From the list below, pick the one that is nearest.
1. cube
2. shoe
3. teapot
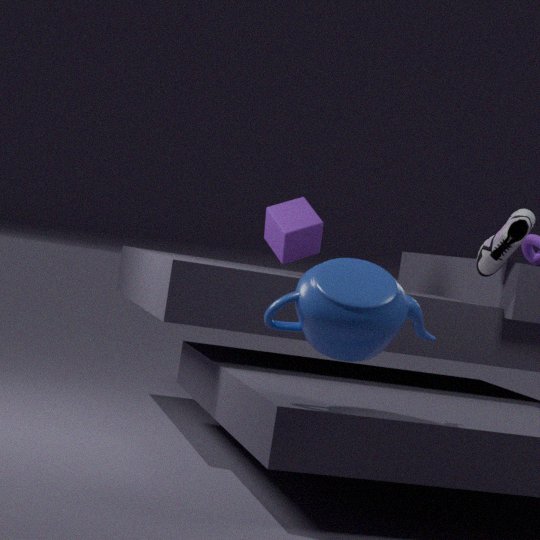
teapot
